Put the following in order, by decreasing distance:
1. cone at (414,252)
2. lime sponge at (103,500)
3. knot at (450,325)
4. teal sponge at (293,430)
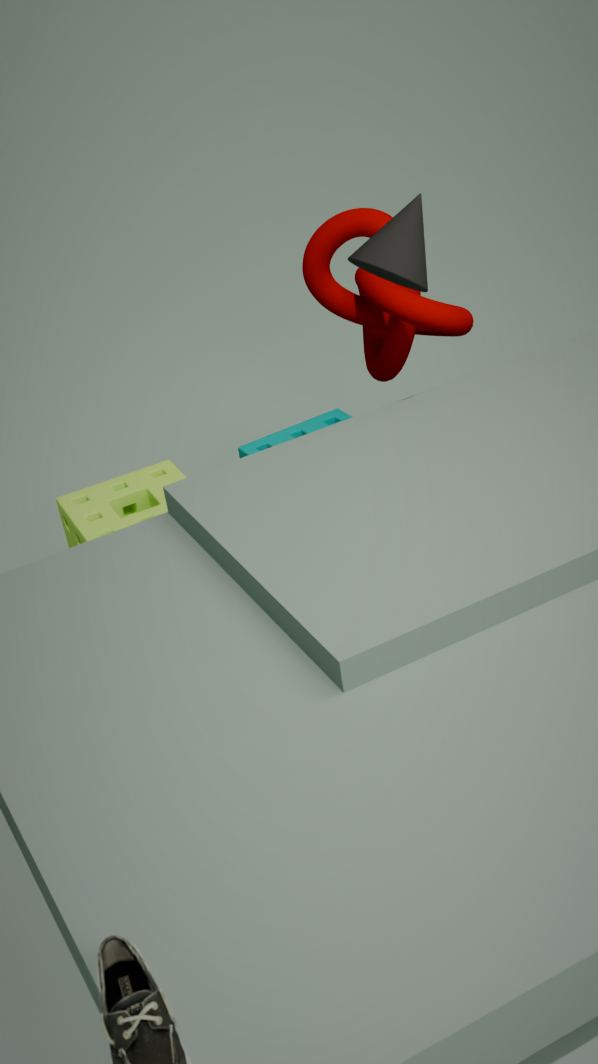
teal sponge at (293,430) < knot at (450,325) < lime sponge at (103,500) < cone at (414,252)
